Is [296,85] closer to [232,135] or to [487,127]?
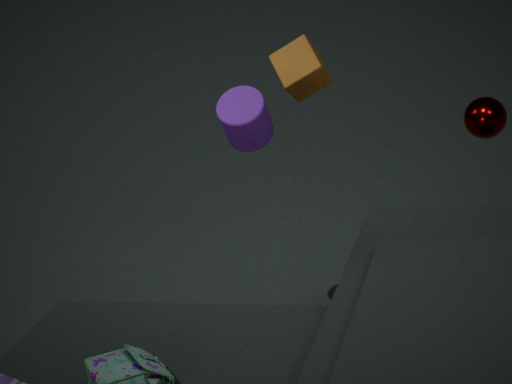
[232,135]
